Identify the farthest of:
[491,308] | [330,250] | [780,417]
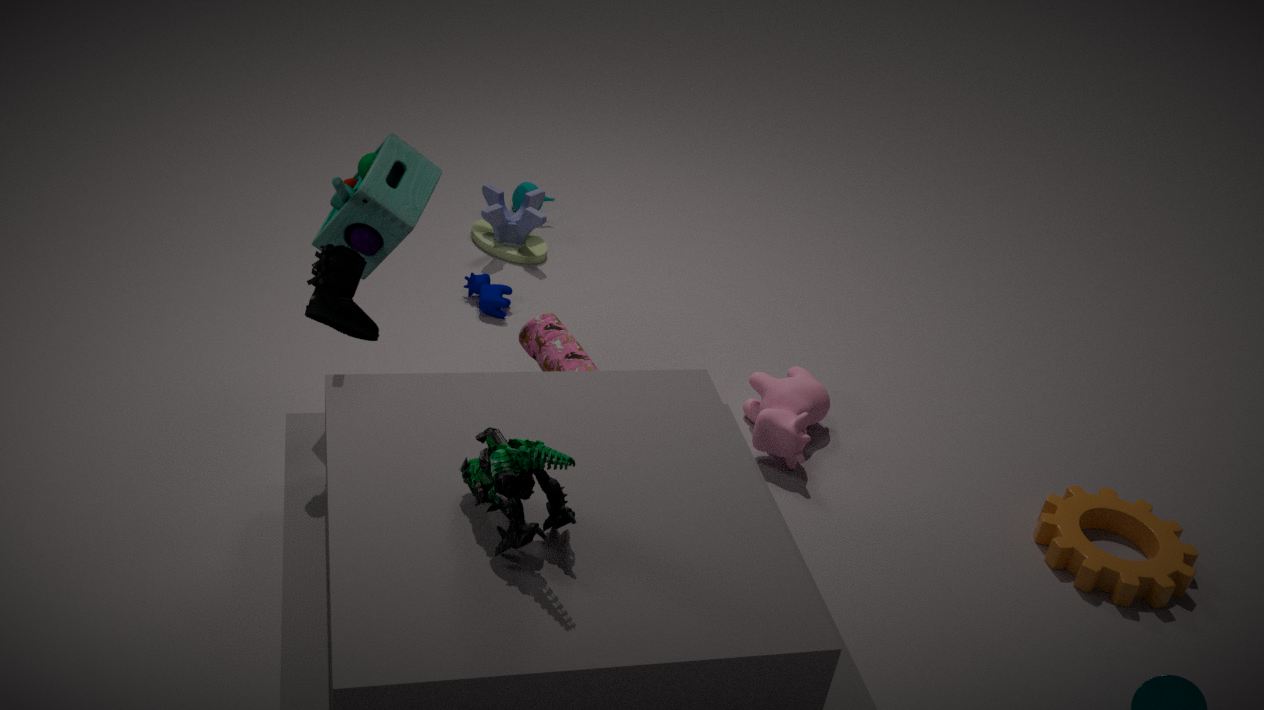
[491,308]
